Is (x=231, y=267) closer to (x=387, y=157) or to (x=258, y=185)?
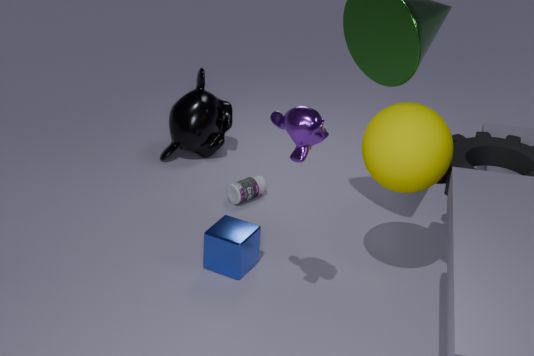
(x=258, y=185)
